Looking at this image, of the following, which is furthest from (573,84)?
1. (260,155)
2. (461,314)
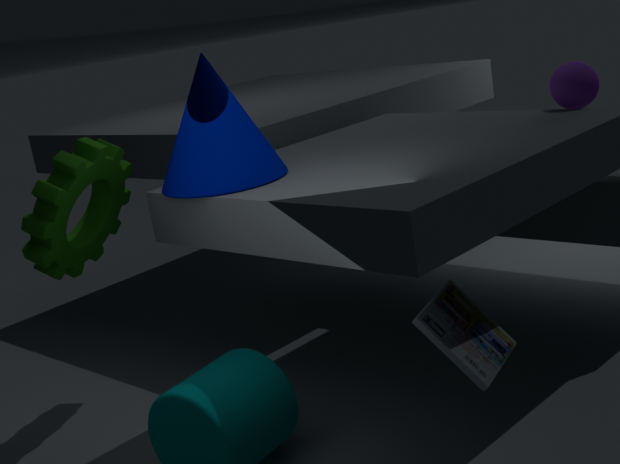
(260,155)
